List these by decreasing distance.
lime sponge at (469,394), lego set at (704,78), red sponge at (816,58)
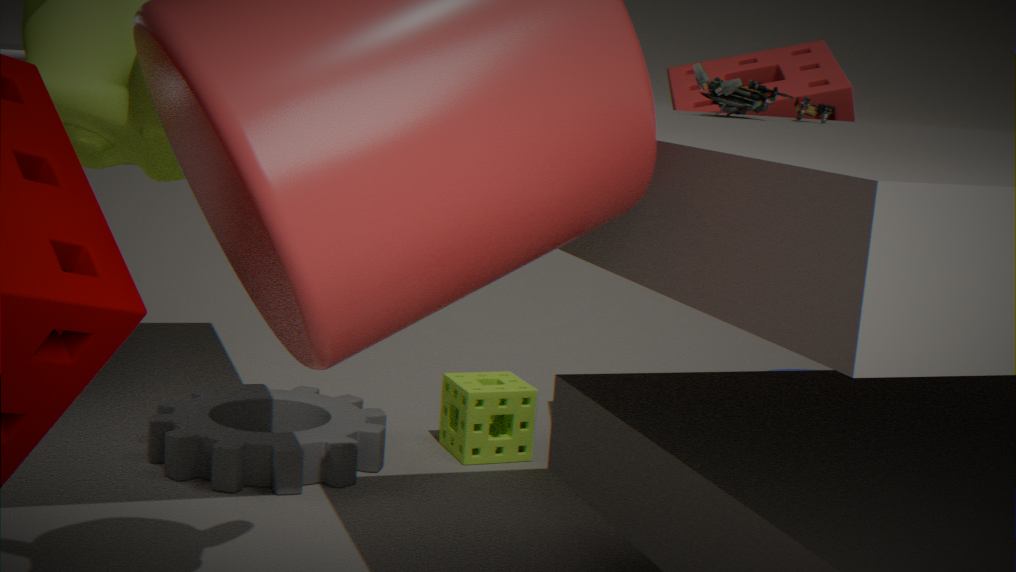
1. lime sponge at (469,394)
2. red sponge at (816,58)
3. lego set at (704,78)
